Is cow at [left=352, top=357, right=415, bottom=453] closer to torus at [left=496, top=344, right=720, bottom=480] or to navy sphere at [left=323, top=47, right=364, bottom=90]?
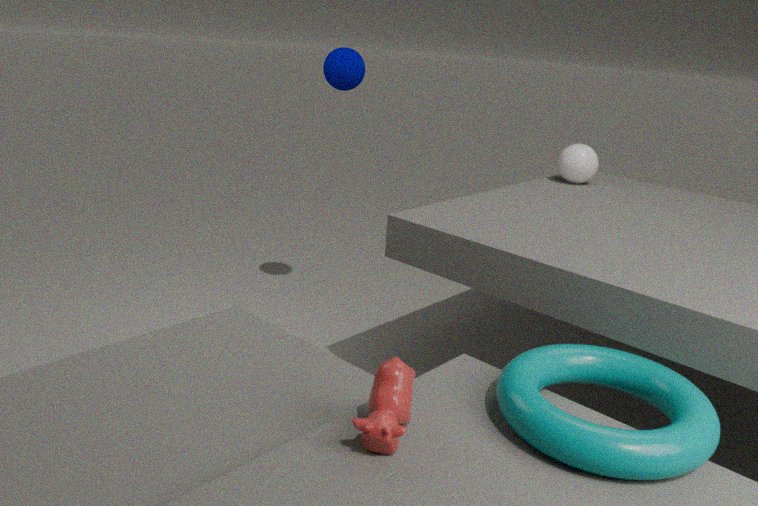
torus at [left=496, top=344, right=720, bottom=480]
